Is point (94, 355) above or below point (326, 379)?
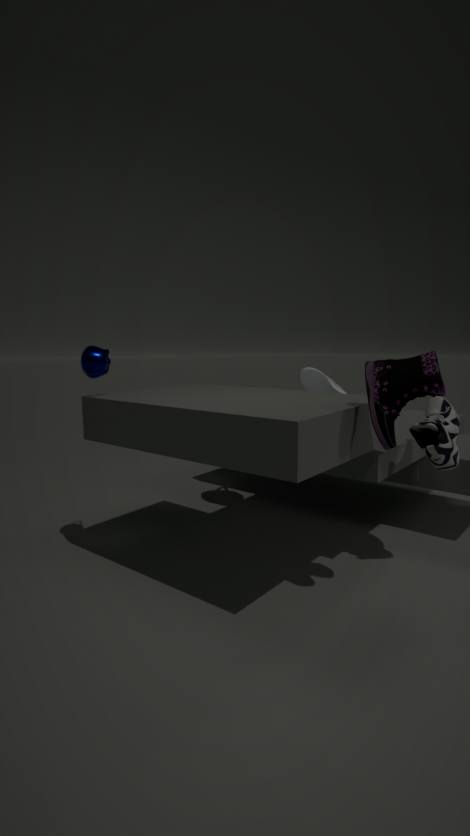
above
